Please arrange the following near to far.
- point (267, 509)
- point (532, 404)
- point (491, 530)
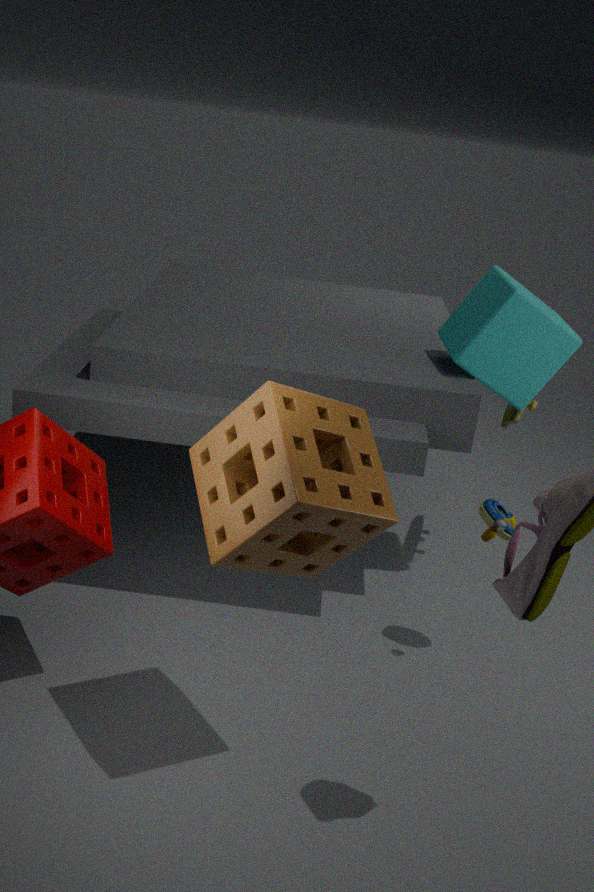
point (267, 509) → point (491, 530) → point (532, 404)
